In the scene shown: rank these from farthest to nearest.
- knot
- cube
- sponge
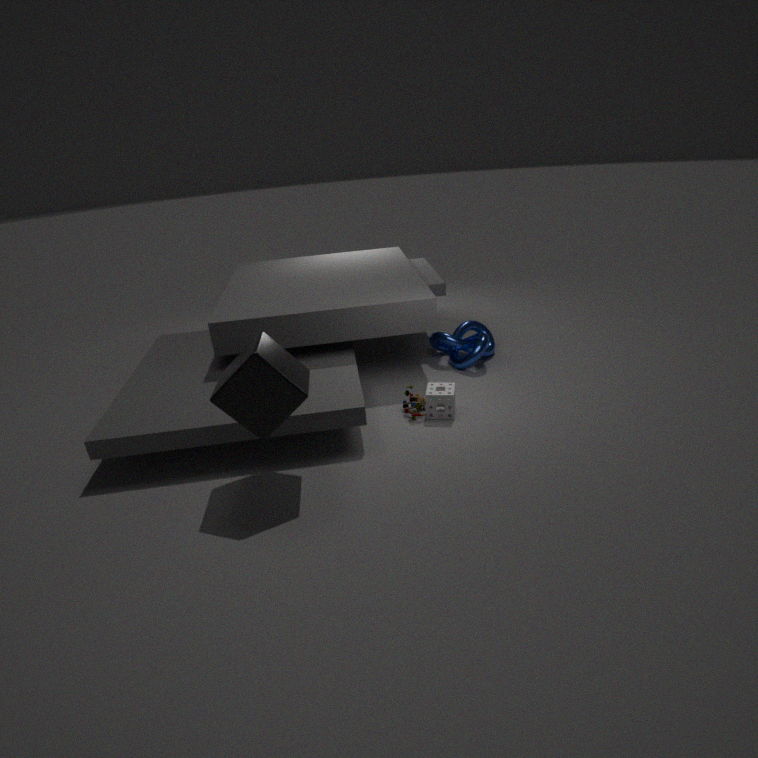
knot < sponge < cube
